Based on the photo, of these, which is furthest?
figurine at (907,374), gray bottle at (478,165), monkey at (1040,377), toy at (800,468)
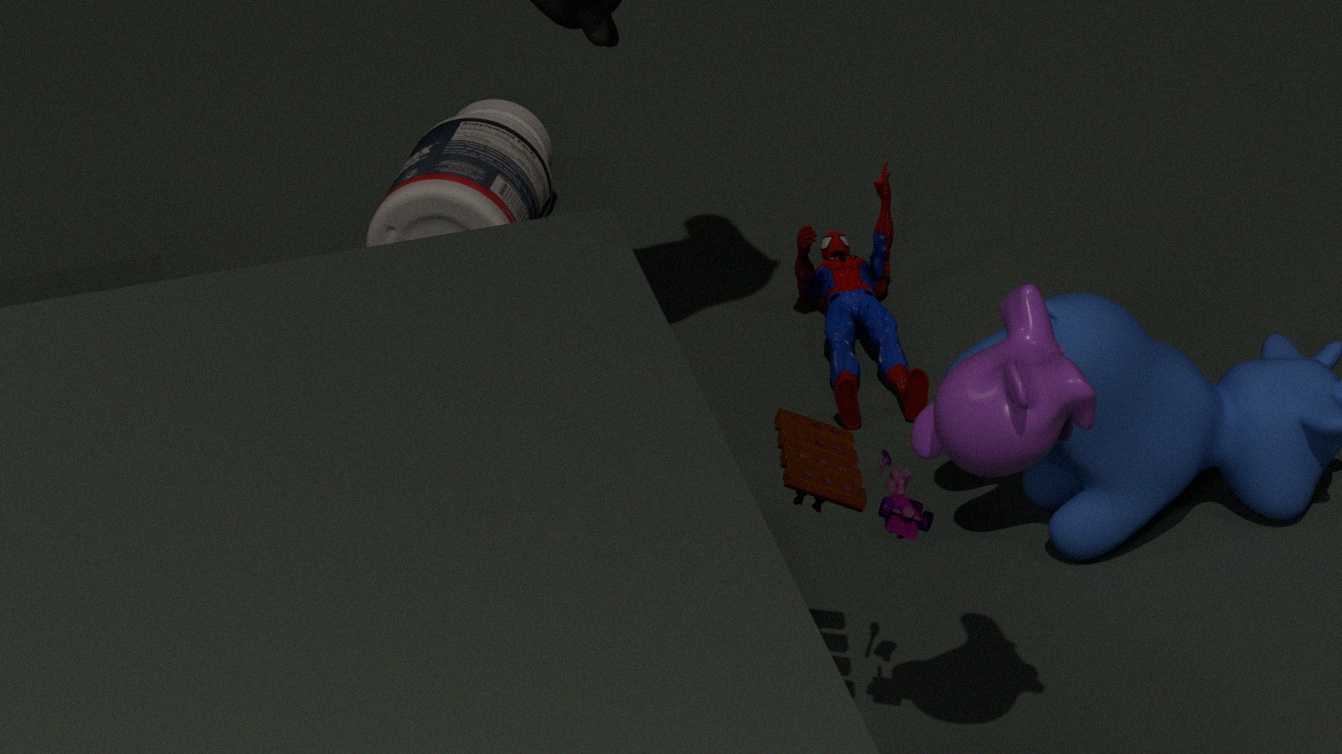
gray bottle at (478,165)
